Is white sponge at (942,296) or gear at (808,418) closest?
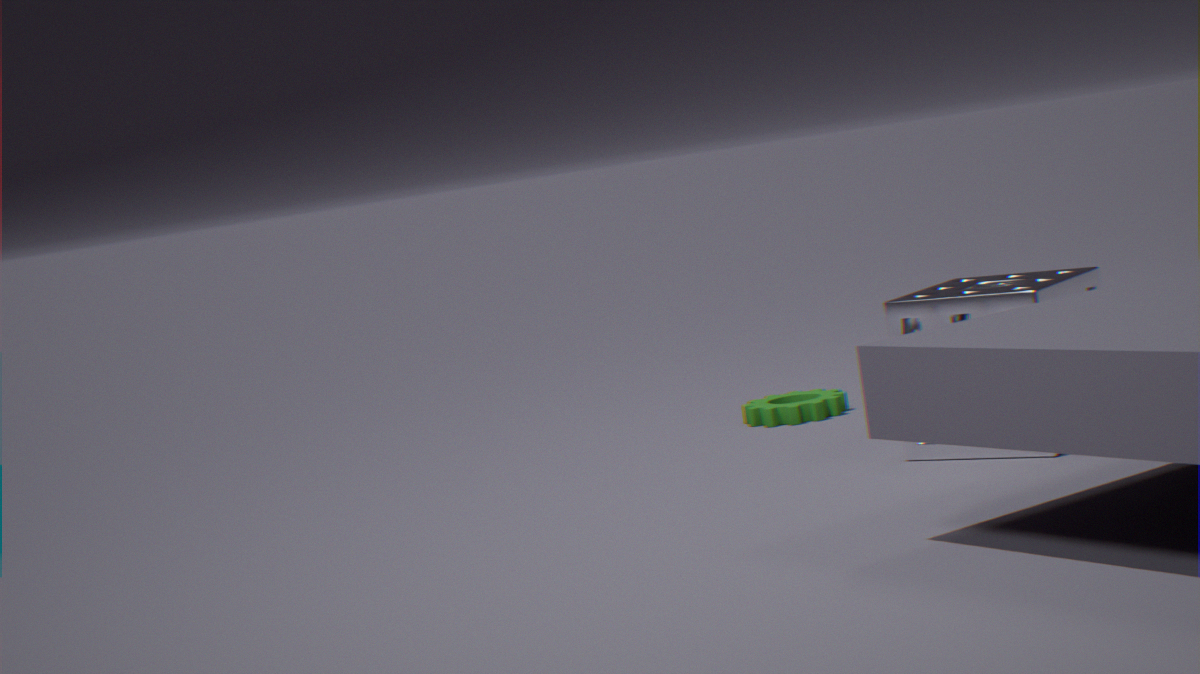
white sponge at (942,296)
